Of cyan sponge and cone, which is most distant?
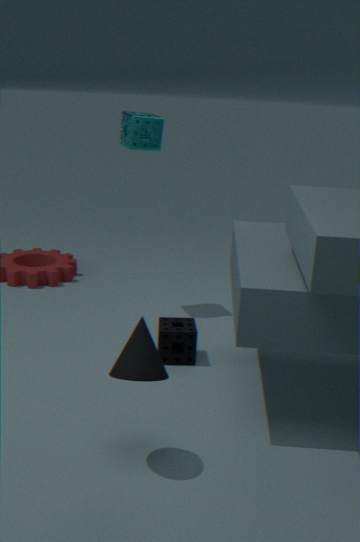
cyan sponge
